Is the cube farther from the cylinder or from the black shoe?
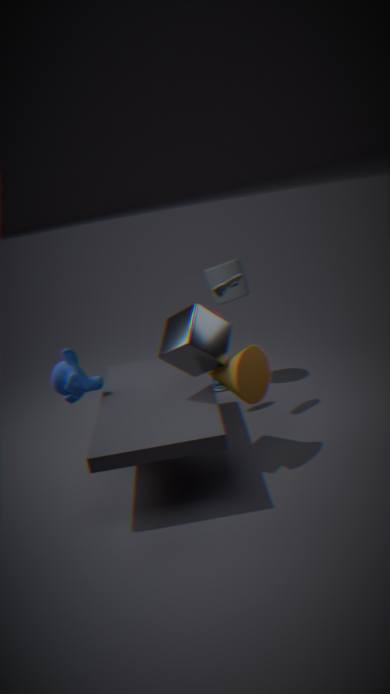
the cylinder
